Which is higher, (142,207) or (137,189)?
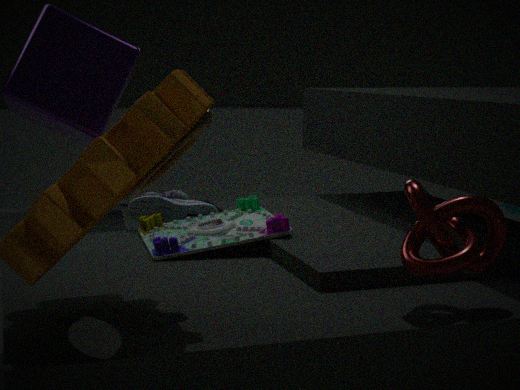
(137,189)
